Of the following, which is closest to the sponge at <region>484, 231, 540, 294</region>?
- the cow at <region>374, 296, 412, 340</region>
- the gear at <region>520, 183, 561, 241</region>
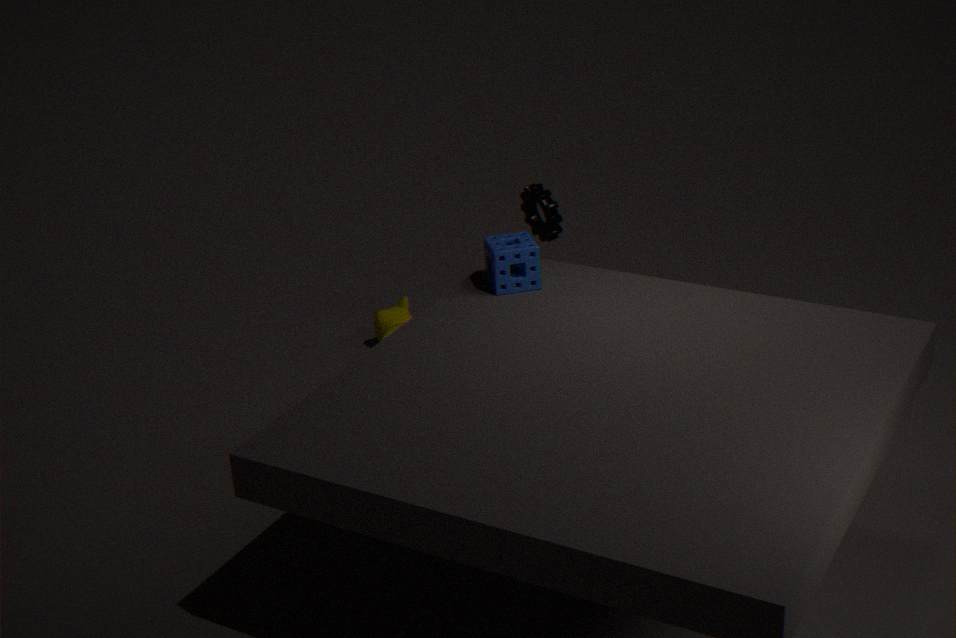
the gear at <region>520, 183, 561, 241</region>
